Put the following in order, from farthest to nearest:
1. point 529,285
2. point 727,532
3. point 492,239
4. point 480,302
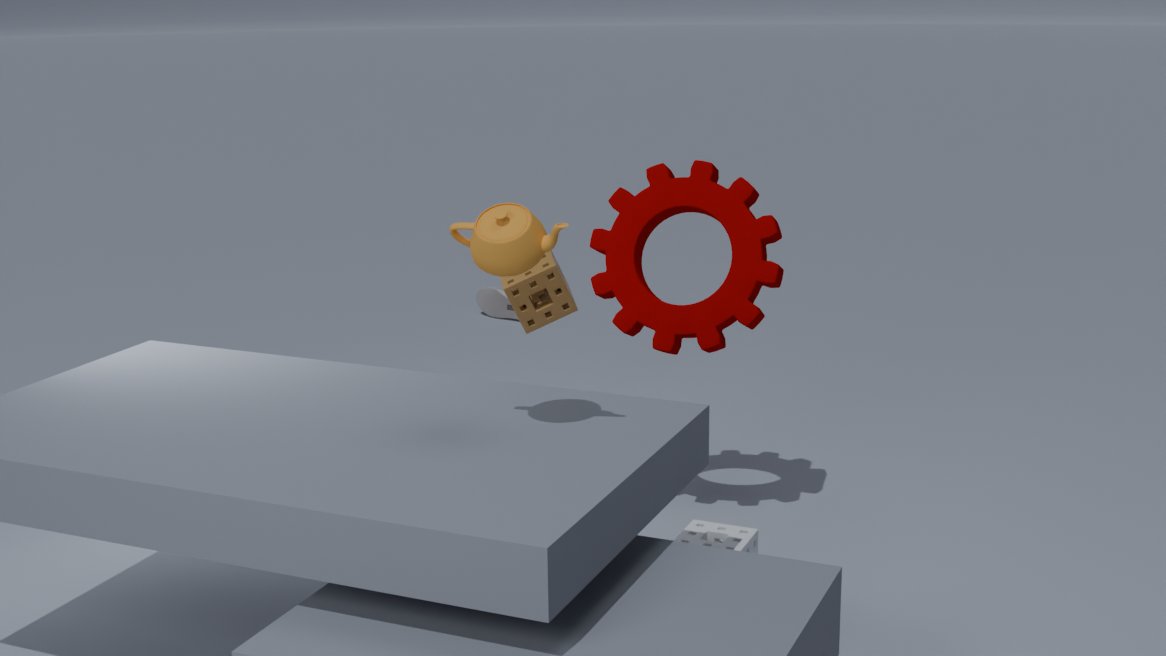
point 480,302 < point 529,285 < point 727,532 < point 492,239
